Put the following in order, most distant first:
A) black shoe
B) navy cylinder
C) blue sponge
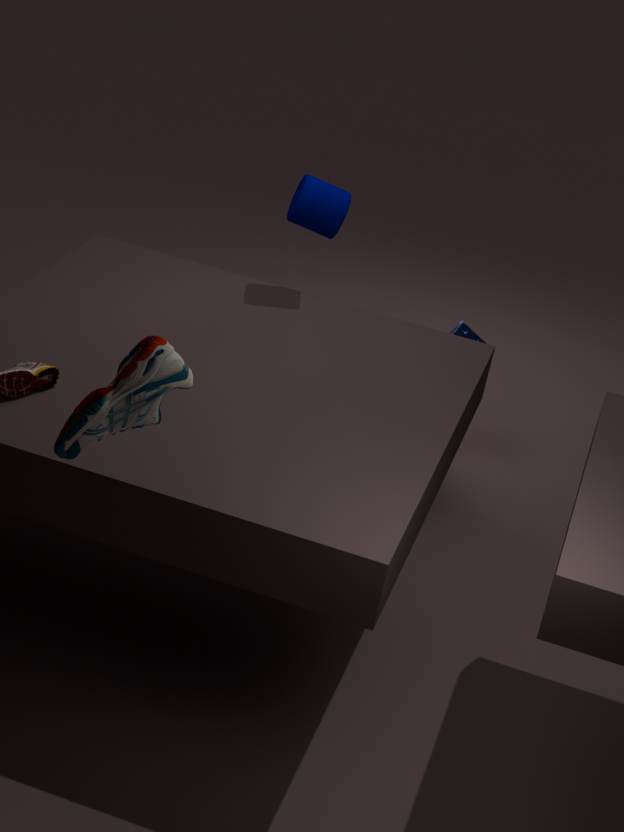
blue sponge, navy cylinder, black shoe
